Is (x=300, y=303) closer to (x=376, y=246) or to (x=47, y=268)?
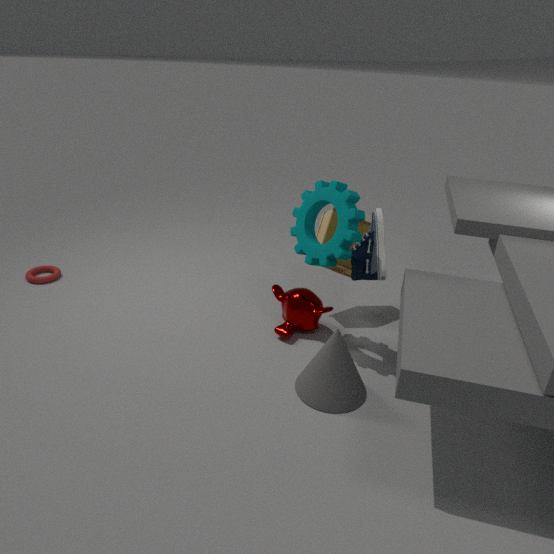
(x=376, y=246)
